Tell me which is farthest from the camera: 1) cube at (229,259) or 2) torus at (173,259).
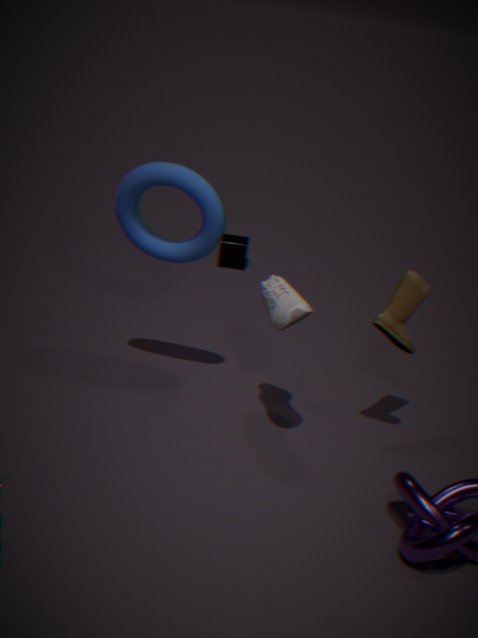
1. cube at (229,259)
